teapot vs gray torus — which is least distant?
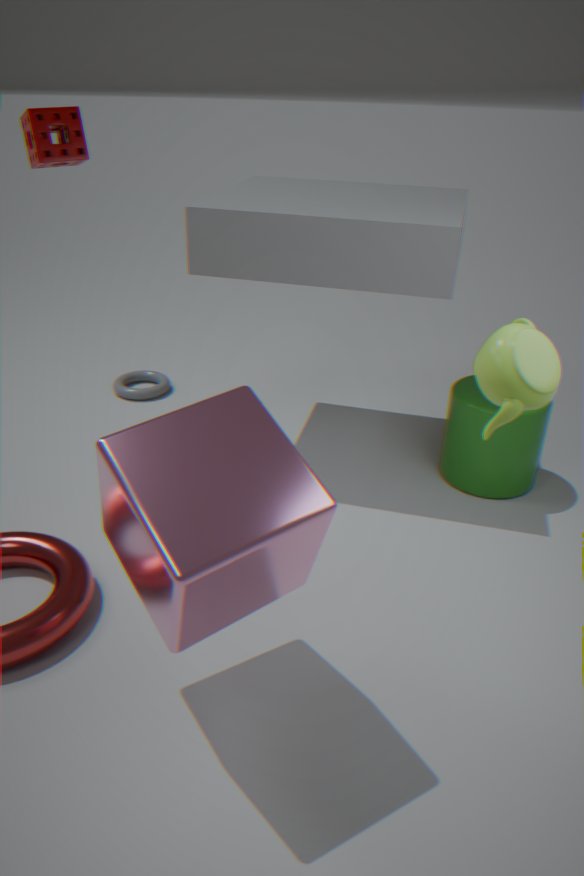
teapot
